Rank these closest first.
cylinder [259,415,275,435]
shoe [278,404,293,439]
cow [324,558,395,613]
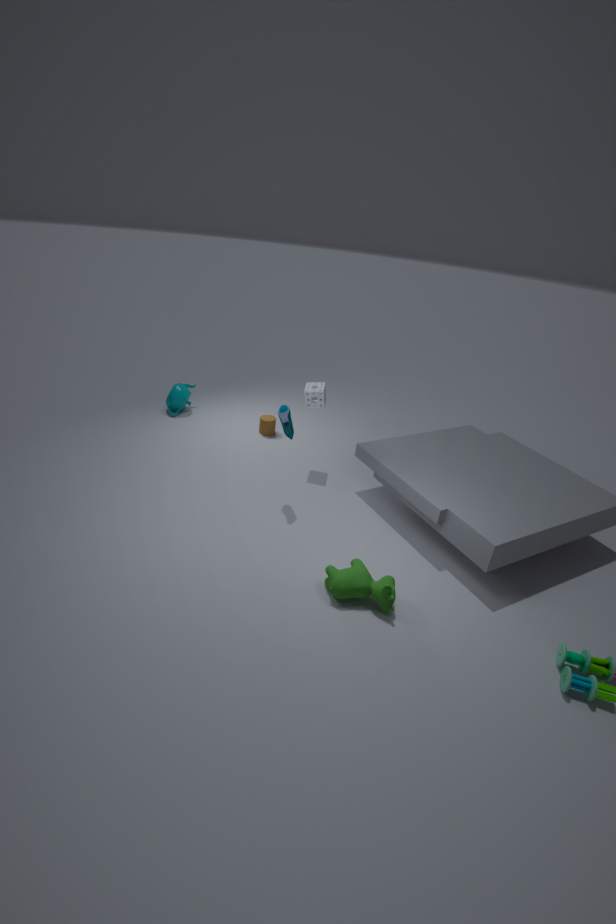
cow [324,558,395,613] < shoe [278,404,293,439] < cylinder [259,415,275,435]
